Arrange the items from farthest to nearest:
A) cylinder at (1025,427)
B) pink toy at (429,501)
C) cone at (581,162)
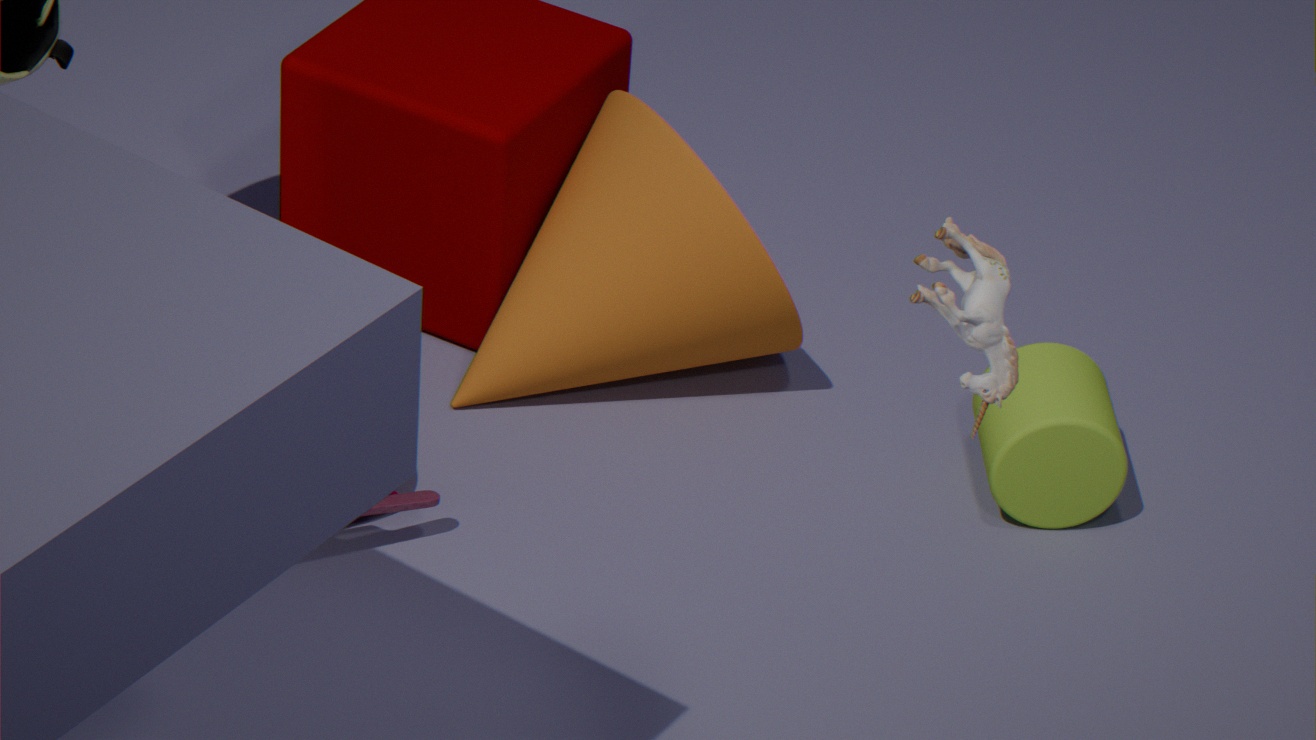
cone at (581,162)
cylinder at (1025,427)
pink toy at (429,501)
